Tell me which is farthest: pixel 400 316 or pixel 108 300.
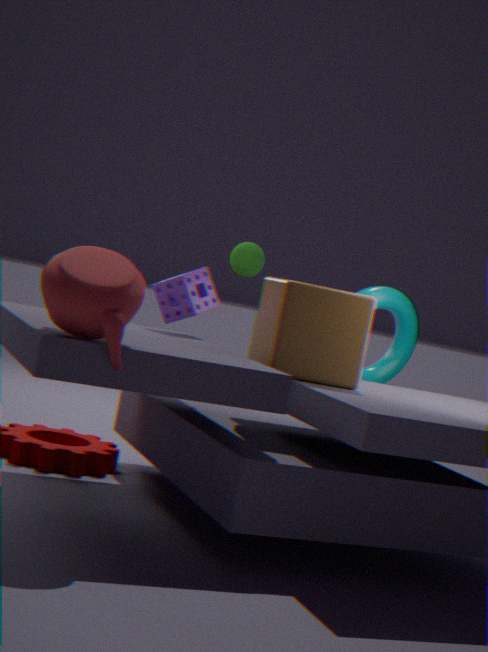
pixel 400 316
